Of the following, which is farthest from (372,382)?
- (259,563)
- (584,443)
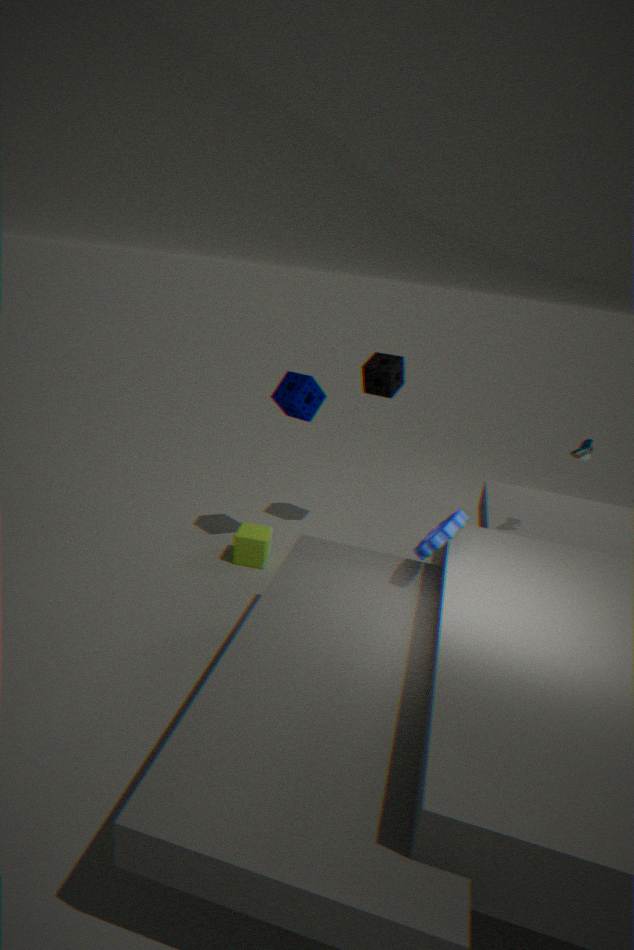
(259,563)
